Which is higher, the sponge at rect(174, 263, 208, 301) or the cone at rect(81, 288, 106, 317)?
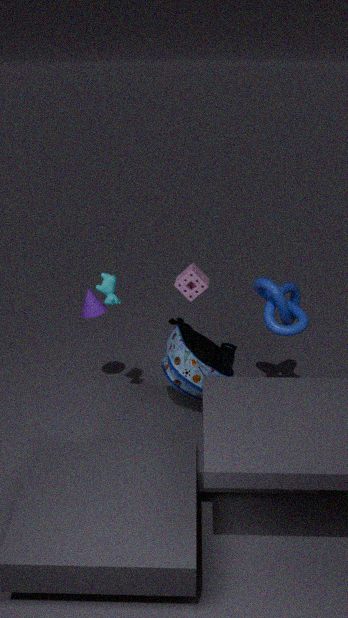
the sponge at rect(174, 263, 208, 301)
